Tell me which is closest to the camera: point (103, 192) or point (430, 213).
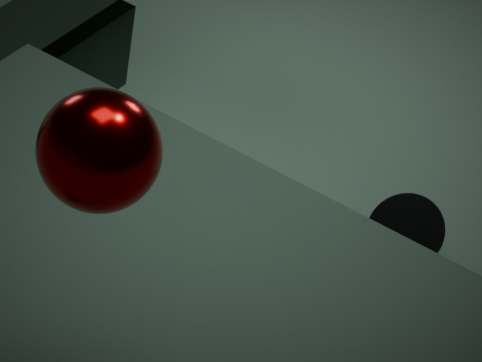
point (103, 192)
